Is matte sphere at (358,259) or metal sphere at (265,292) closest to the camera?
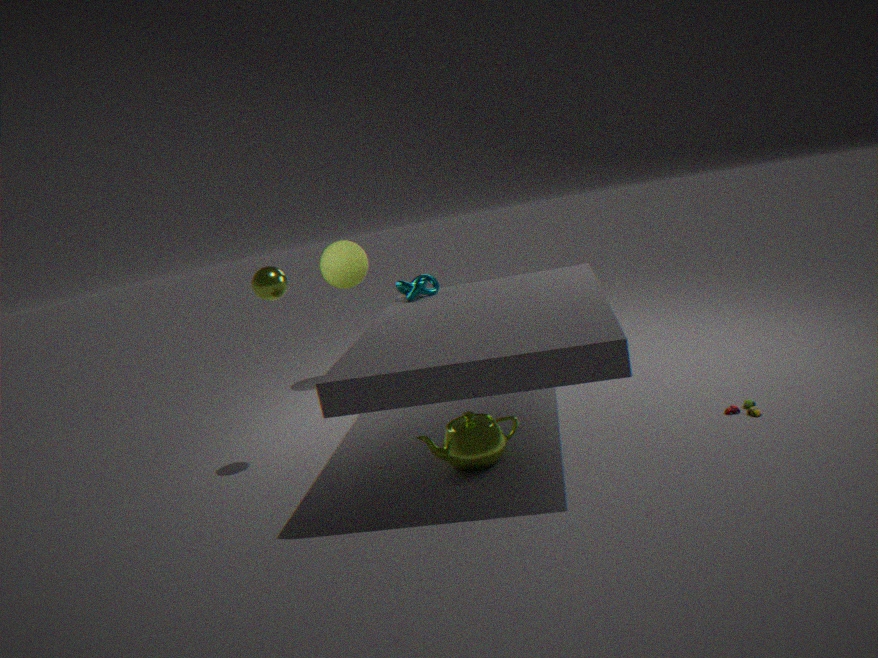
metal sphere at (265,292)
